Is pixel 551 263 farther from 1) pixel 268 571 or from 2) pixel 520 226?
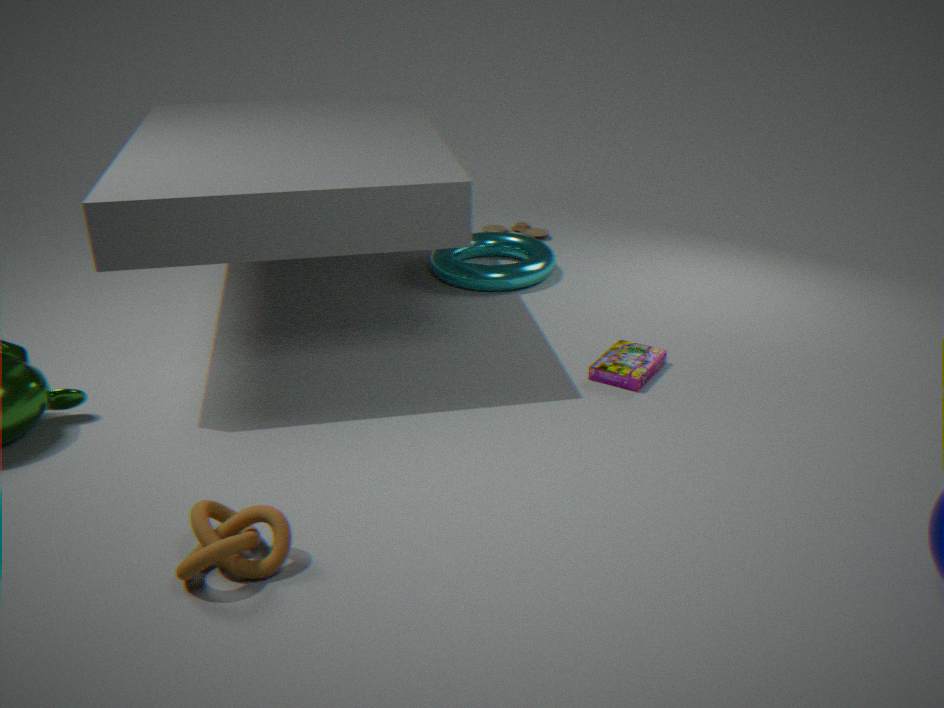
1) pixel 268 571
